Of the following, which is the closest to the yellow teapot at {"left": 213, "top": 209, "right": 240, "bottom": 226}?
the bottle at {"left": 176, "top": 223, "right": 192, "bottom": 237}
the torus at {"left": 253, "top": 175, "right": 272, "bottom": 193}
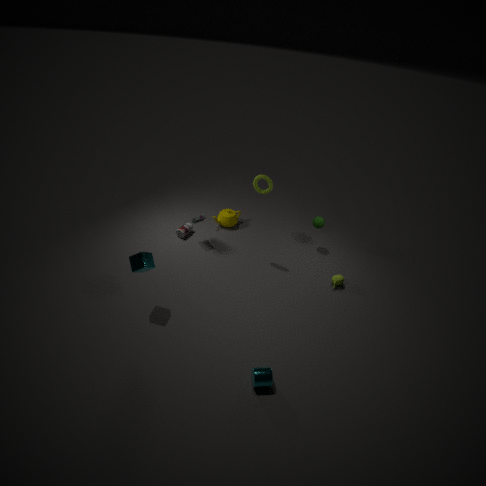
the bottle at {"left": 176, "top": 223, "right": 192, "bottom": 237}
